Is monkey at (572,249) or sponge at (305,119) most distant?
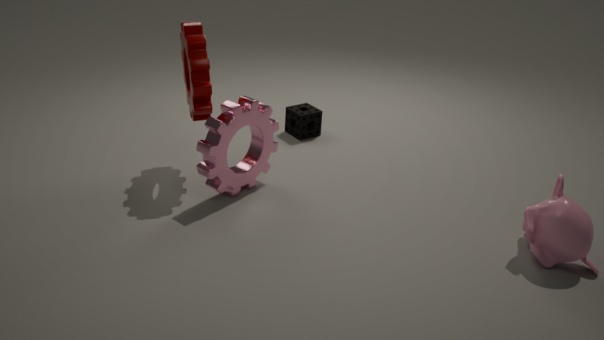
sponge at (305,119)
